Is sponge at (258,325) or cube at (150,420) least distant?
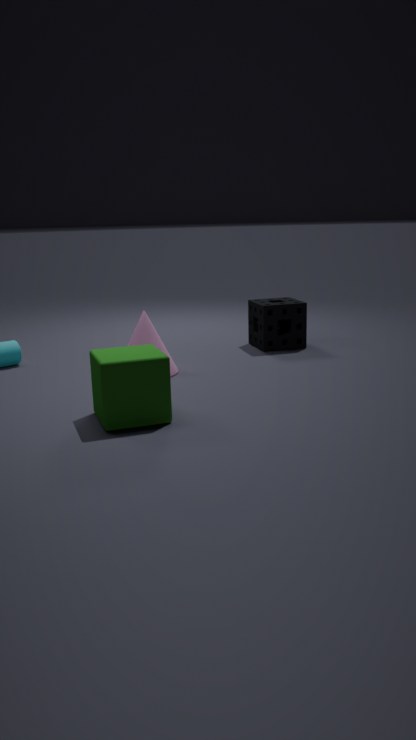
cube at (150,420)
